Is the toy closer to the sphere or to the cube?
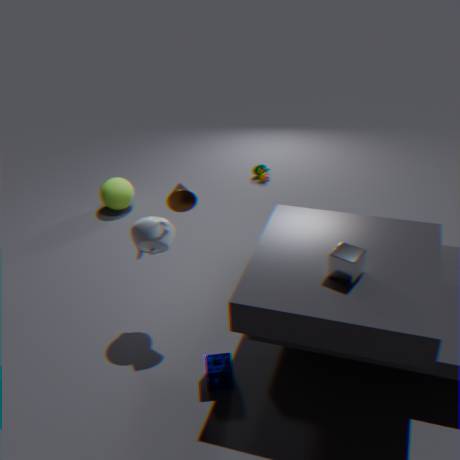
the sphere
